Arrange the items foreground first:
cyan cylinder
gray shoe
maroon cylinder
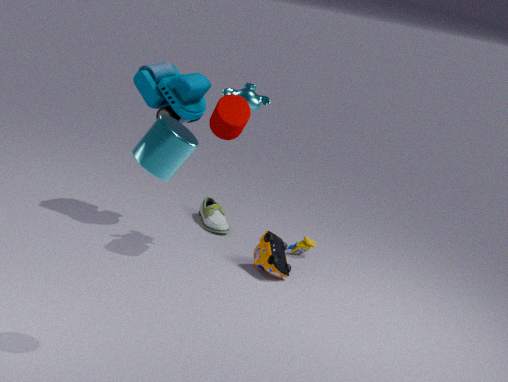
cyan cylinder < maroon cylinder < gray shoe
